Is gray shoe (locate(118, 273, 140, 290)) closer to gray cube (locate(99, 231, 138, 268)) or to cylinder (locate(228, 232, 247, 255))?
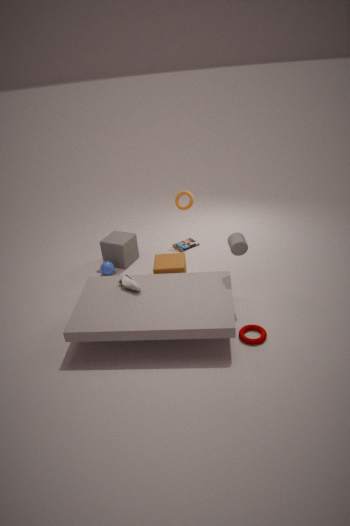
gray cube (locate(99, 231, 138, 268))
